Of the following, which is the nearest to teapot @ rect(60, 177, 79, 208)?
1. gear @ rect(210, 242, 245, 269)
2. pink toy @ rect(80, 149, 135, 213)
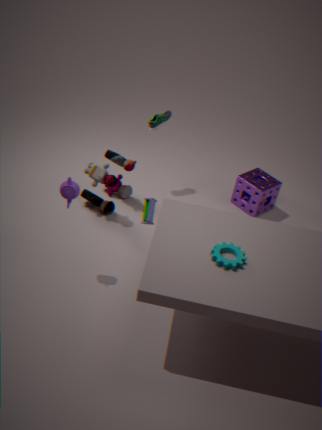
pink toy @ rect(80, 149, 135, 213)
